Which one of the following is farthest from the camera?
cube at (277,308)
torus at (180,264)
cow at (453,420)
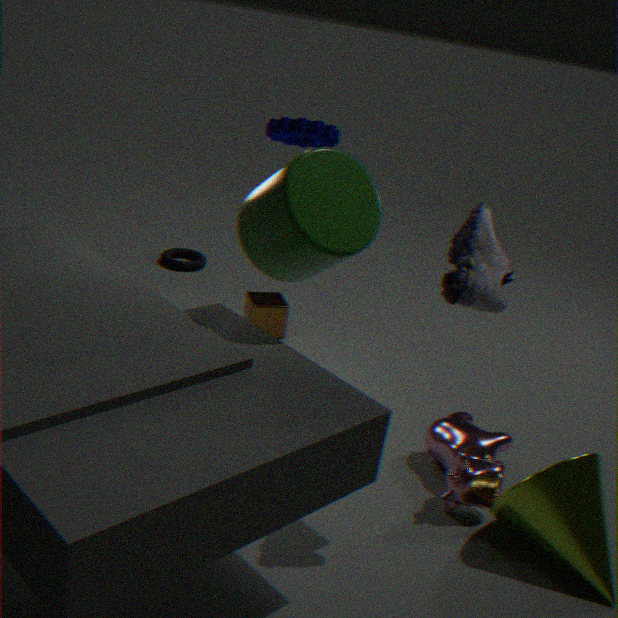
torus at (180,264)
